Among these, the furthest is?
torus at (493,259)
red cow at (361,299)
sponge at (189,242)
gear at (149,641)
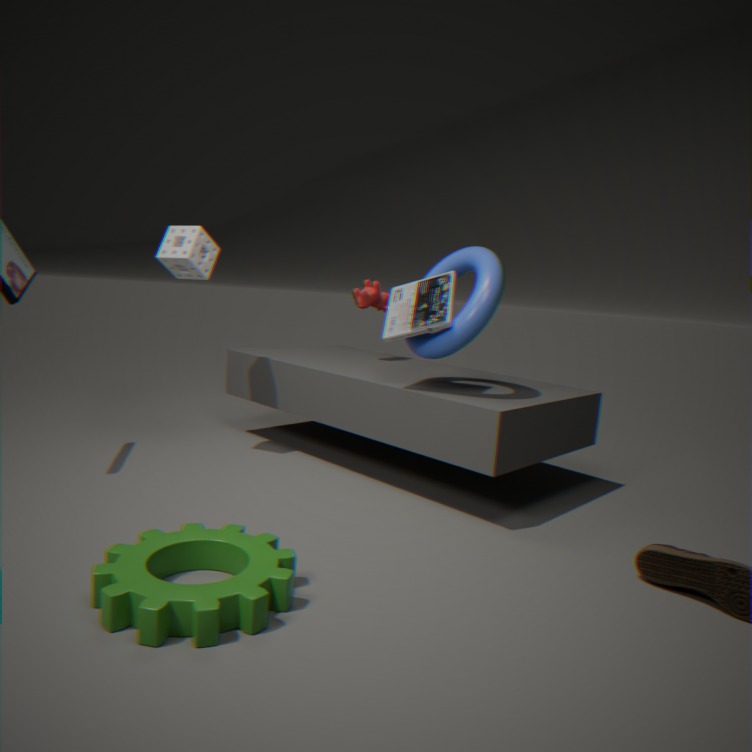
red cow at (361,299)
